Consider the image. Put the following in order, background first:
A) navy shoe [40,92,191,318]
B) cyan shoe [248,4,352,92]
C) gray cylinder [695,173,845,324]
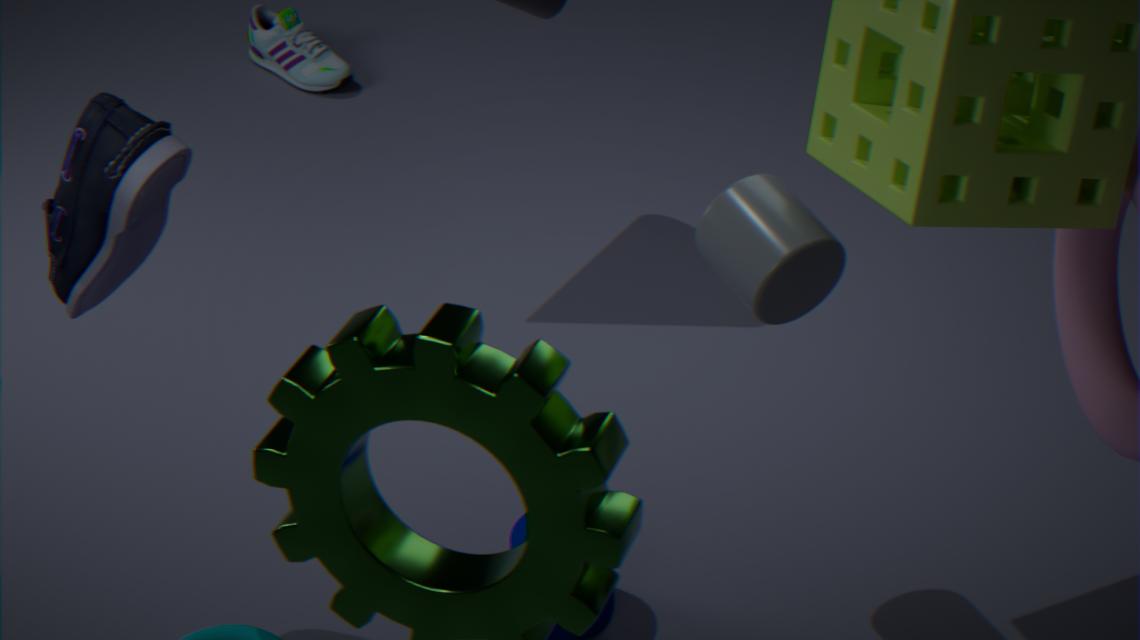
1. cyan shoe [248,4,352,92]
2. gray cylinder [695,173,845,324]
3. navy shoe [40,92,191,318]
